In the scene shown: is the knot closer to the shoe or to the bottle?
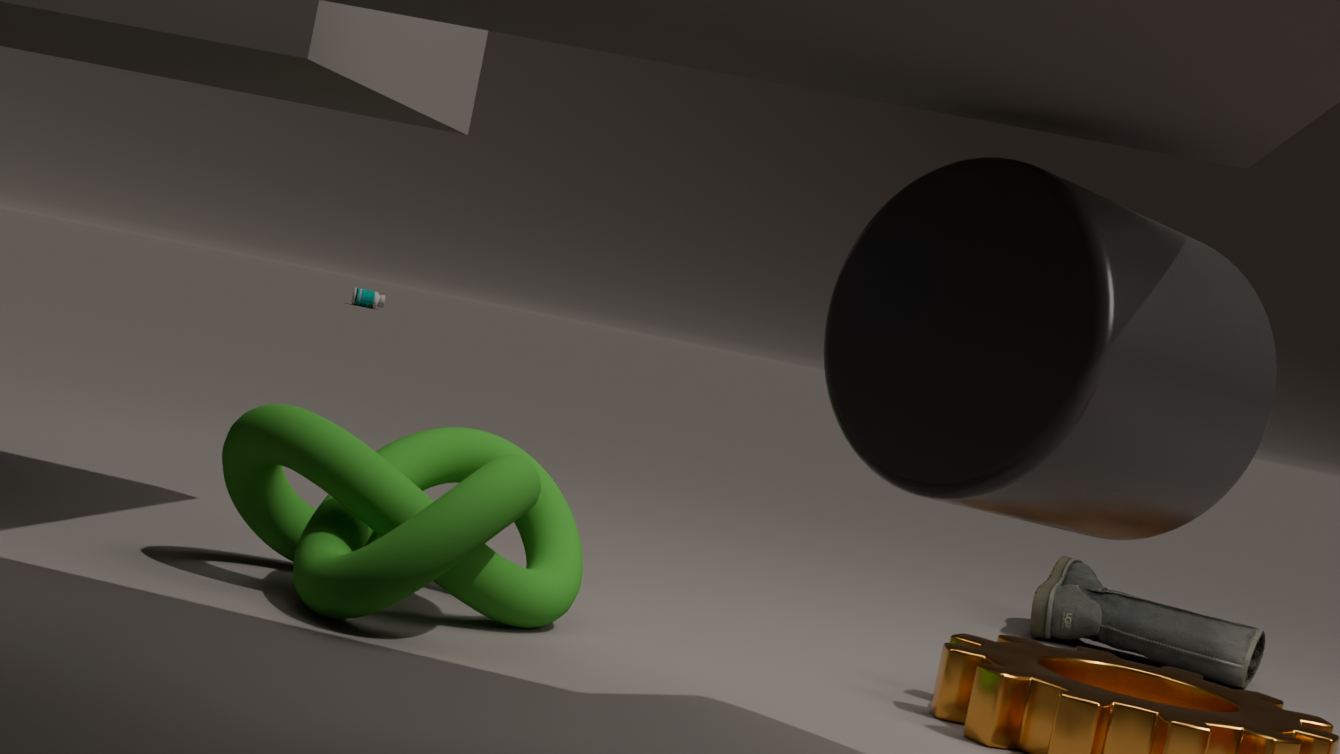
the shoe
